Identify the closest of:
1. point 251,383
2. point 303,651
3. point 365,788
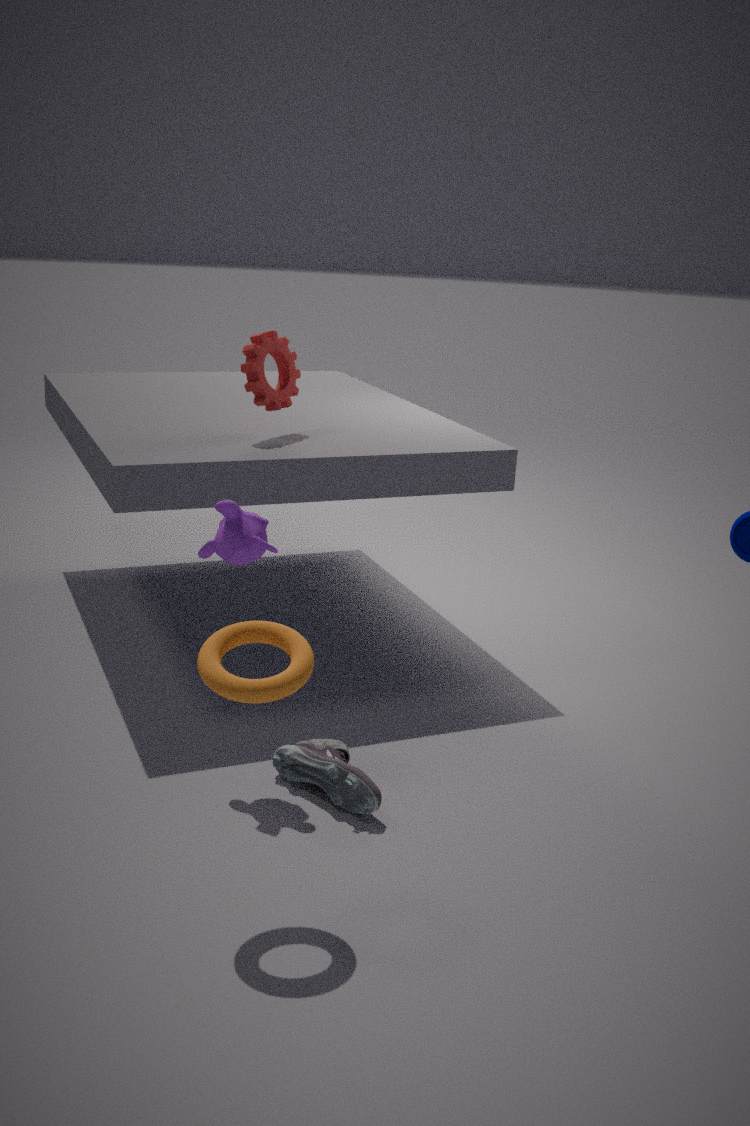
point 303,651
